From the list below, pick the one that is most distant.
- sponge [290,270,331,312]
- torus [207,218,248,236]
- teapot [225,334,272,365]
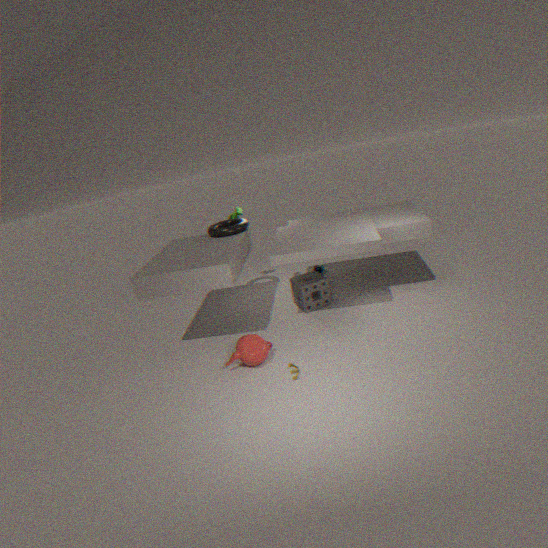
torus [207,218,248,236]
